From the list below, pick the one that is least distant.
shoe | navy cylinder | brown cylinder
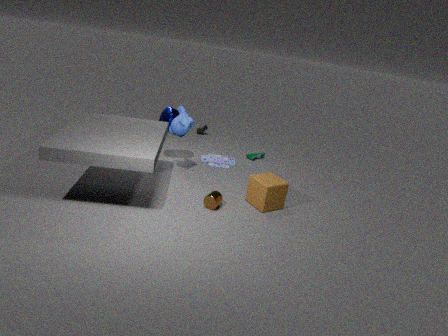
brown cylinder
